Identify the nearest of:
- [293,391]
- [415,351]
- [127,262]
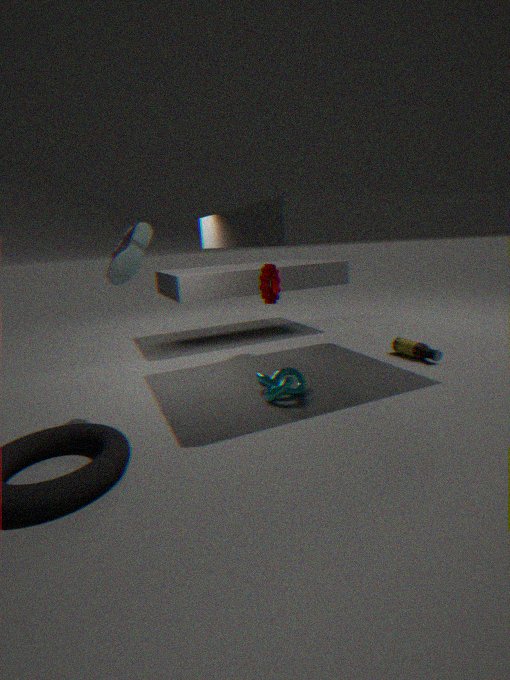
[127,262]
